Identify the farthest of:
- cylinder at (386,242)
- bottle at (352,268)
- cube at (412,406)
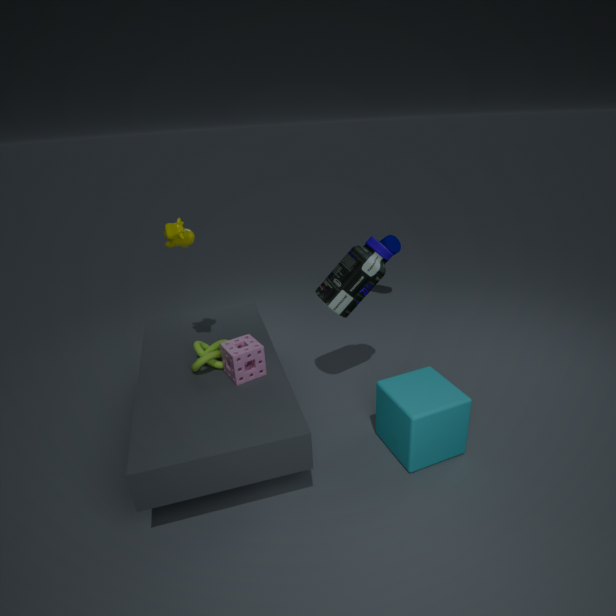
cylinder at (386,242)
